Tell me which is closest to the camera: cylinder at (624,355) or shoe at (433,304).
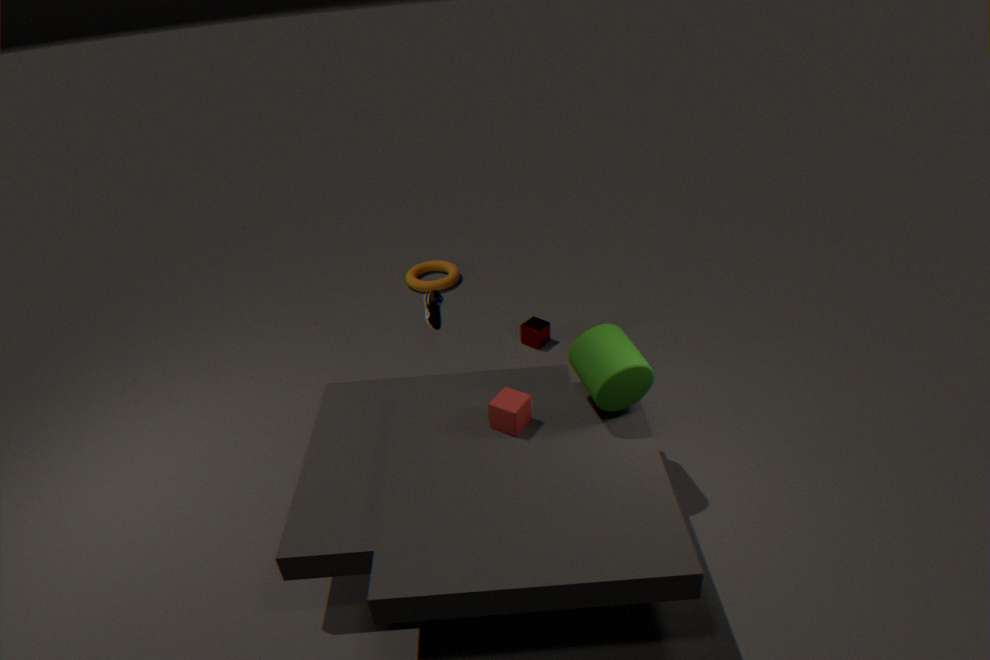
cylinder at (624,355)
